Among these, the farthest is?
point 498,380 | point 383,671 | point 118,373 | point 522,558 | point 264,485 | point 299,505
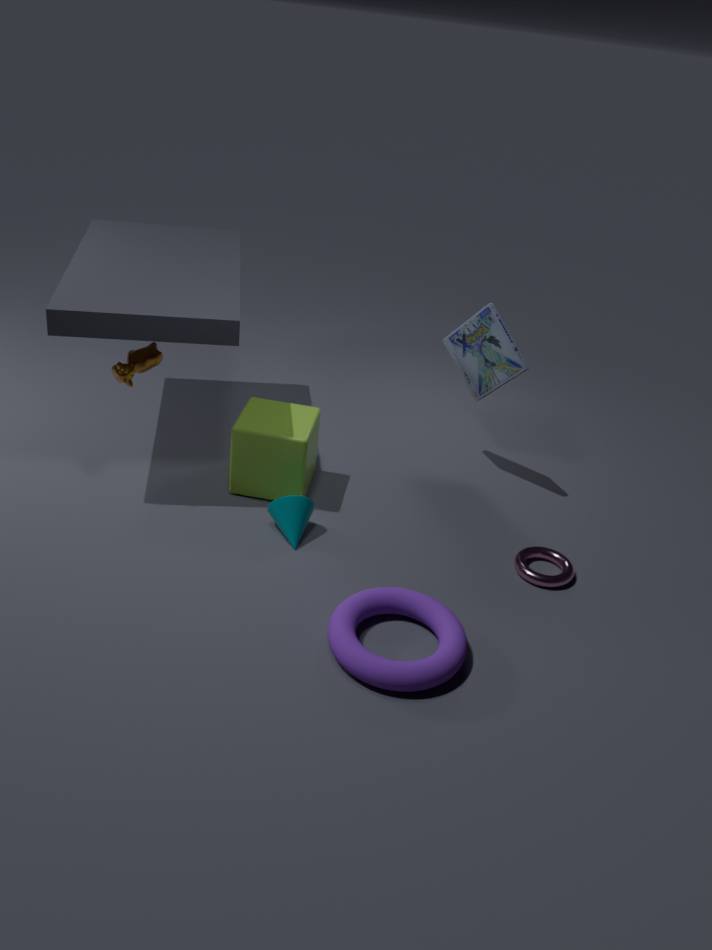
point 498,380
